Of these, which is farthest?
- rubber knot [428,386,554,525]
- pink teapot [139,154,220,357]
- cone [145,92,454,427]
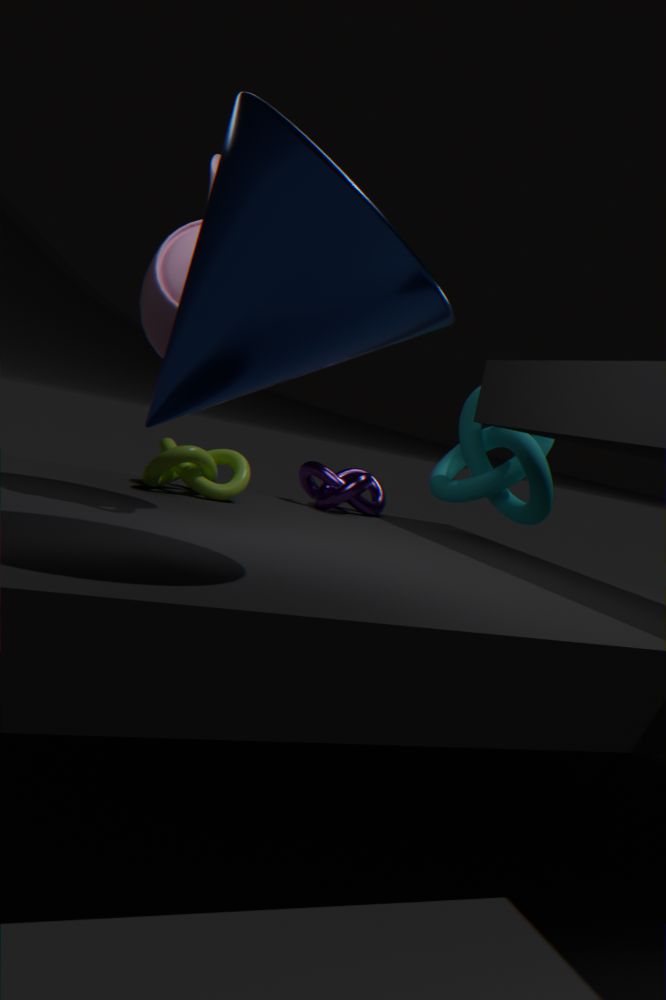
rubber knot [428,386,554,525]
